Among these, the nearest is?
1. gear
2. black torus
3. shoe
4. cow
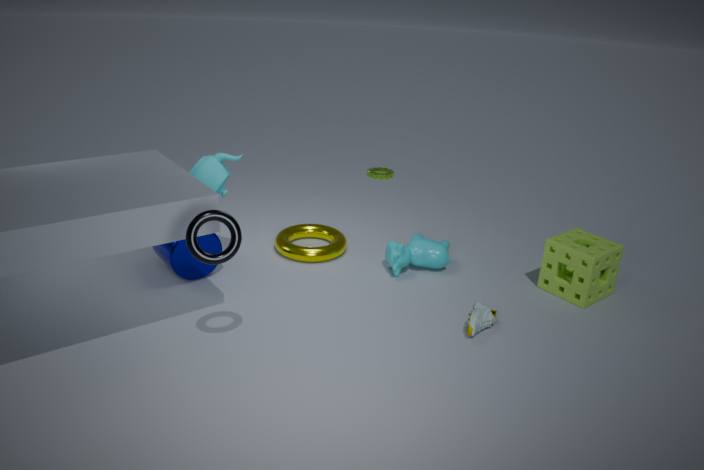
black torus
